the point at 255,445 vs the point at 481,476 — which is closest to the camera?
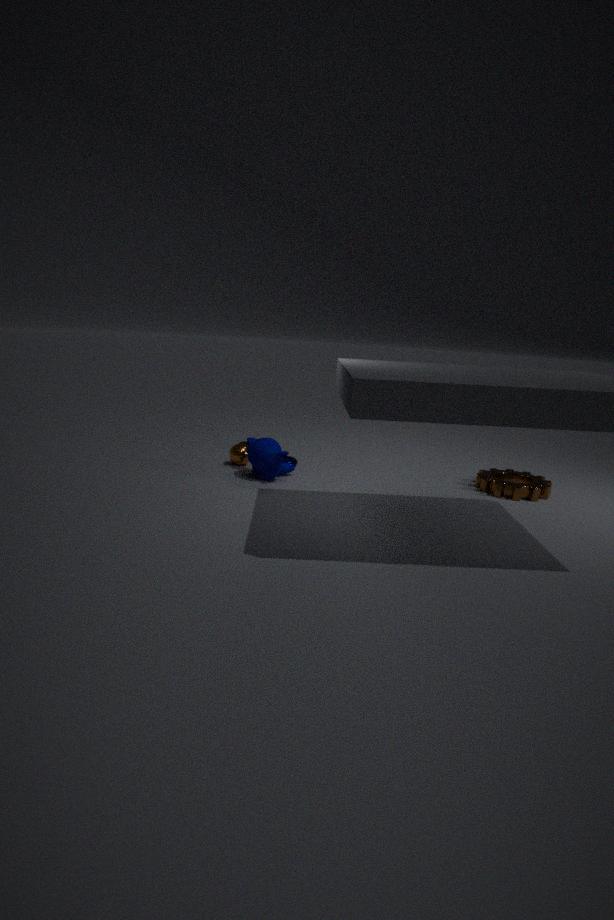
the point at 255,445
